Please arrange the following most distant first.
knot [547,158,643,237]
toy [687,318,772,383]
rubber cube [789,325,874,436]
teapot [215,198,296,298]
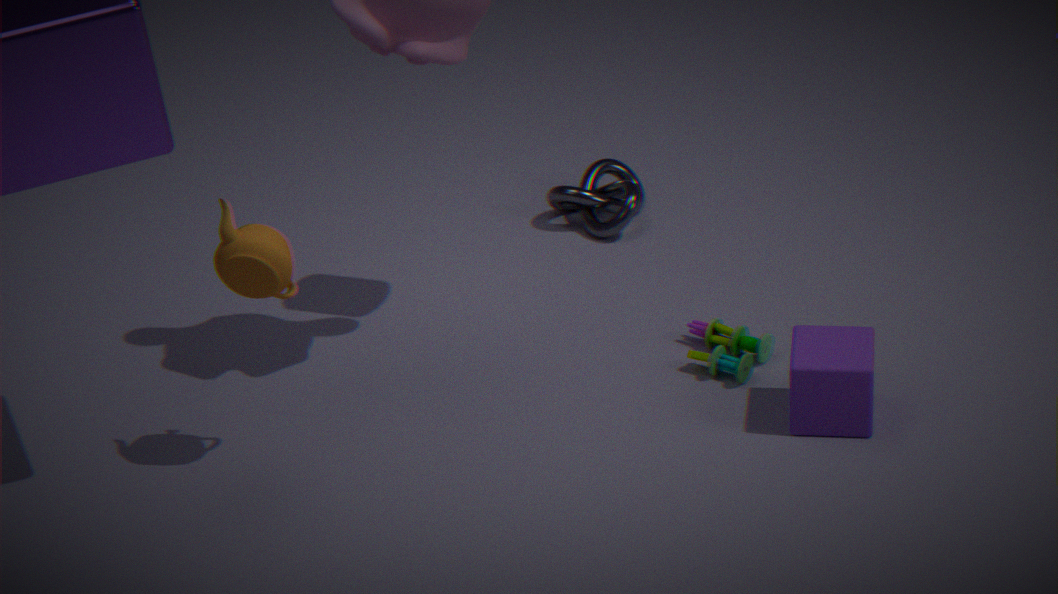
knot [547,158,643,237] → toy [687,318,772,383] → rubber cube [789,325,874,436] → teapot [215,198,296,298]
